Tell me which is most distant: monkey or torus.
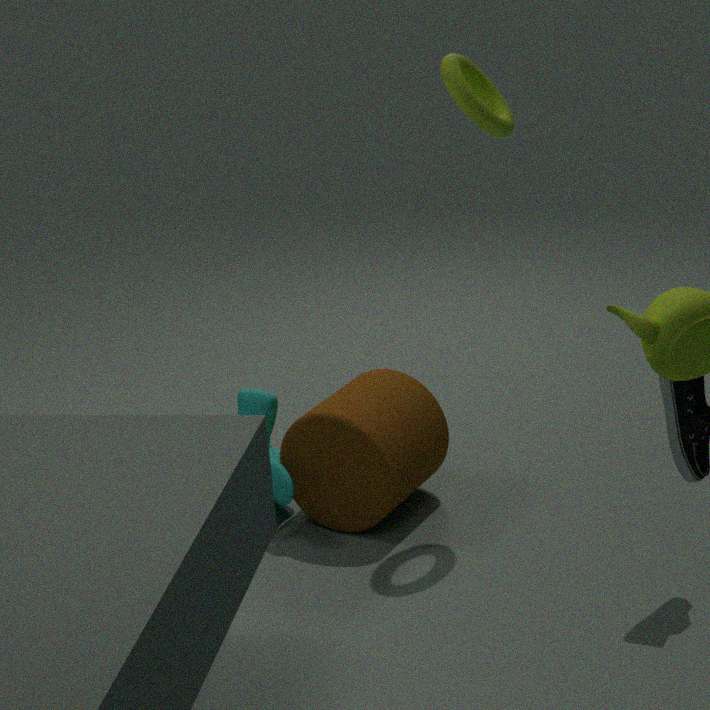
monkey
